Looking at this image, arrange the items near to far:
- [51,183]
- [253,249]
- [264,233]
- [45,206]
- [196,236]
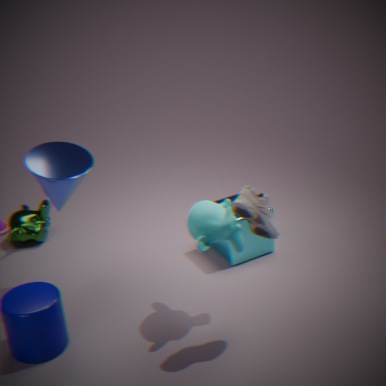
[264,233] → [196,236] → [51,183] → [253,249] → [45,206]
